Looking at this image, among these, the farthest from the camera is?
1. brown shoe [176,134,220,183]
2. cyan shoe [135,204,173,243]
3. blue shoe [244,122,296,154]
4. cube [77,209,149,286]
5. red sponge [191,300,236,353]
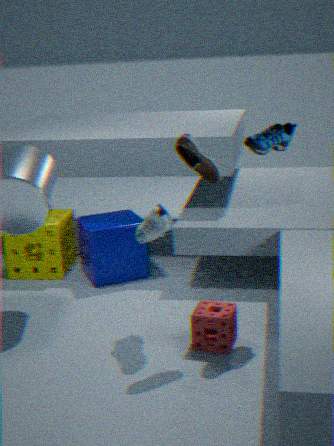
cube [77,209,149,286]
